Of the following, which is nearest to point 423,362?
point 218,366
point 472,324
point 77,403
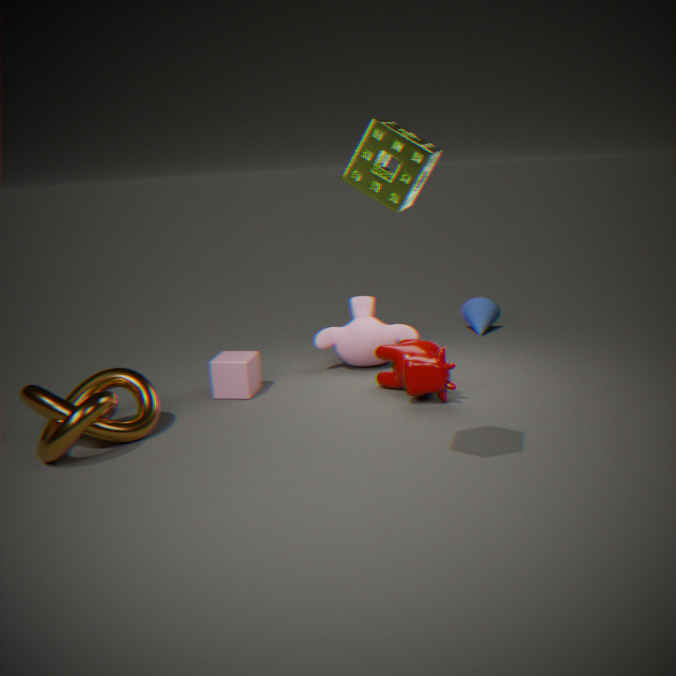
point 218,366
